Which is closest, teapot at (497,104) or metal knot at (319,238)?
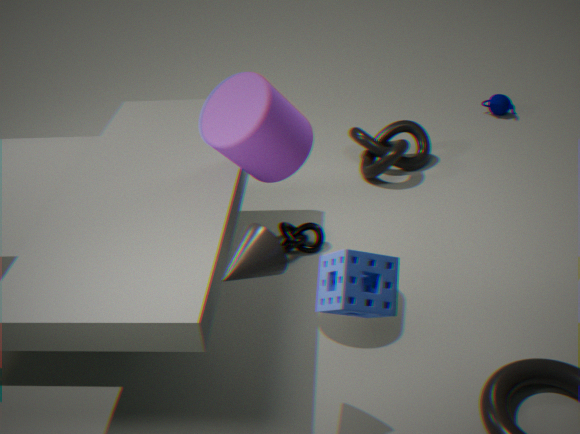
metal knot at (319,238)
